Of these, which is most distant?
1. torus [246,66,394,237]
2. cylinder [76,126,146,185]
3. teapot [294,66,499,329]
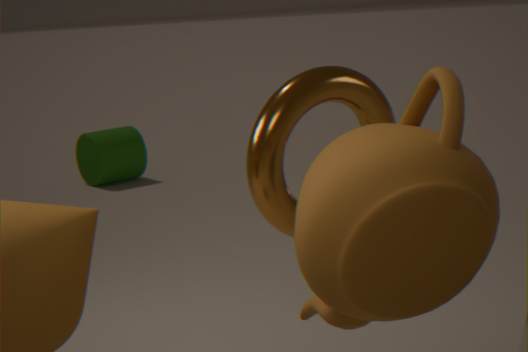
cylinder [76,126,146,185]
